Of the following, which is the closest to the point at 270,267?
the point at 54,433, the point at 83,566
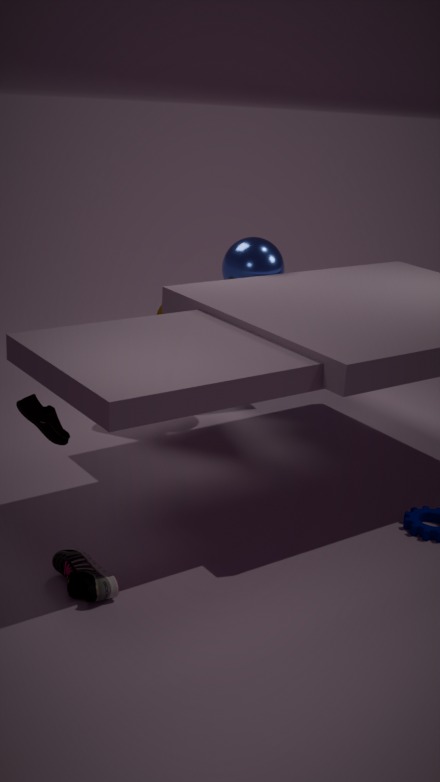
the point at 54,433
